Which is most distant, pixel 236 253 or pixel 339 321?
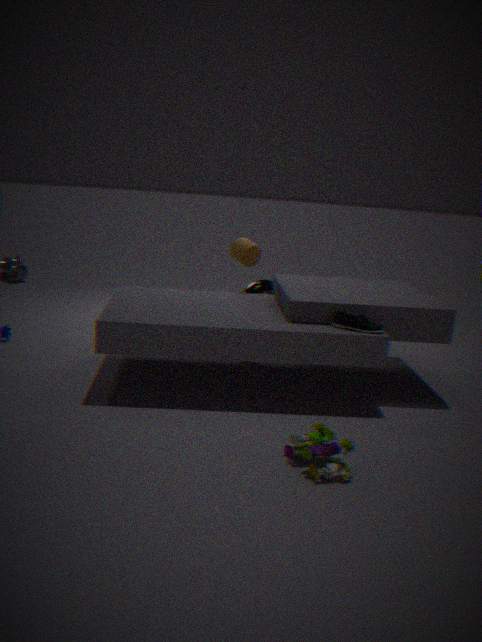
pixel 236 253
